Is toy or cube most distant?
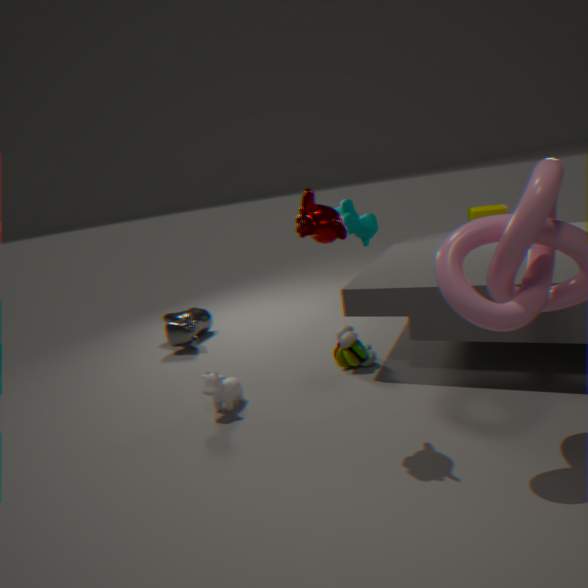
cube
